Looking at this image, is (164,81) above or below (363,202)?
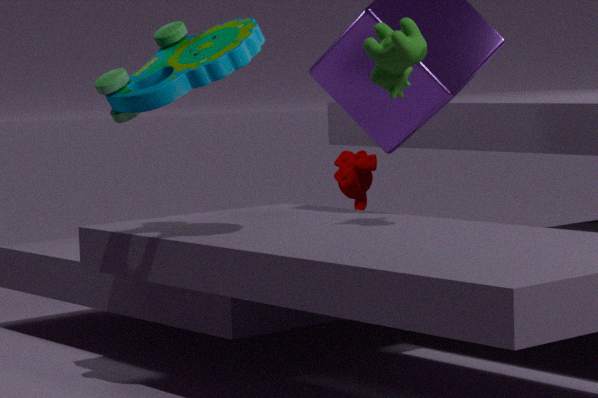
above
